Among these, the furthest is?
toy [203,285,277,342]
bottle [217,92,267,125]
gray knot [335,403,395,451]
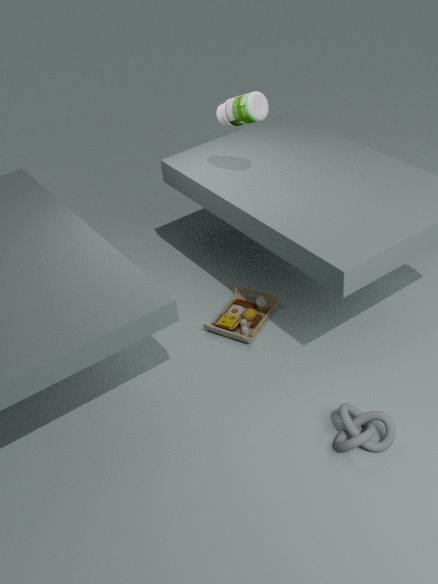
toy [203,285,277,342]
